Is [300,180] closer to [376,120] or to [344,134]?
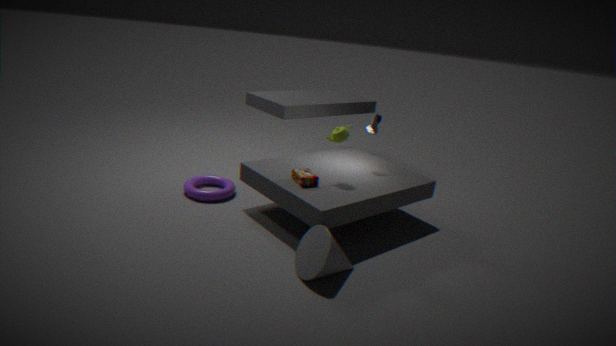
[344,134]
